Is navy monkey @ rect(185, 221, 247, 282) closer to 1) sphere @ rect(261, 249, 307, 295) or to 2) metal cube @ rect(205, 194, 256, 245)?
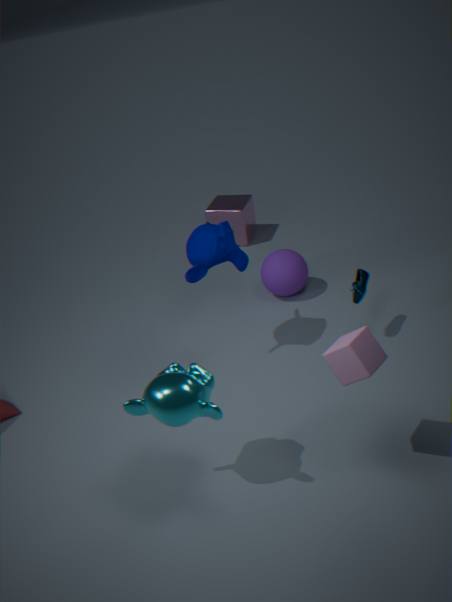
1) sphere @ rect(261, 249, 307, 295)
